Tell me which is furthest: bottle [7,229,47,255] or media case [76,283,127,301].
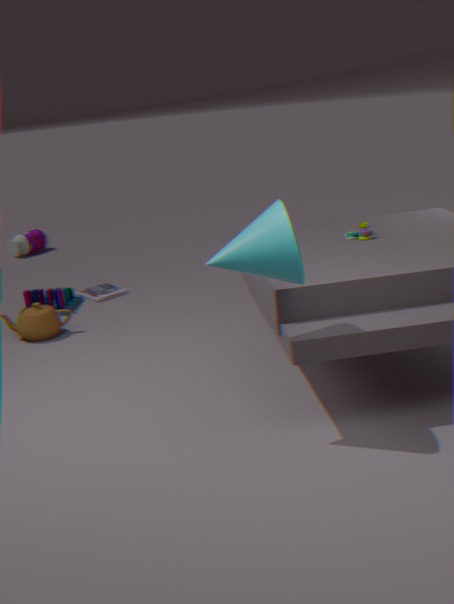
bottle [7,229,47,255]
